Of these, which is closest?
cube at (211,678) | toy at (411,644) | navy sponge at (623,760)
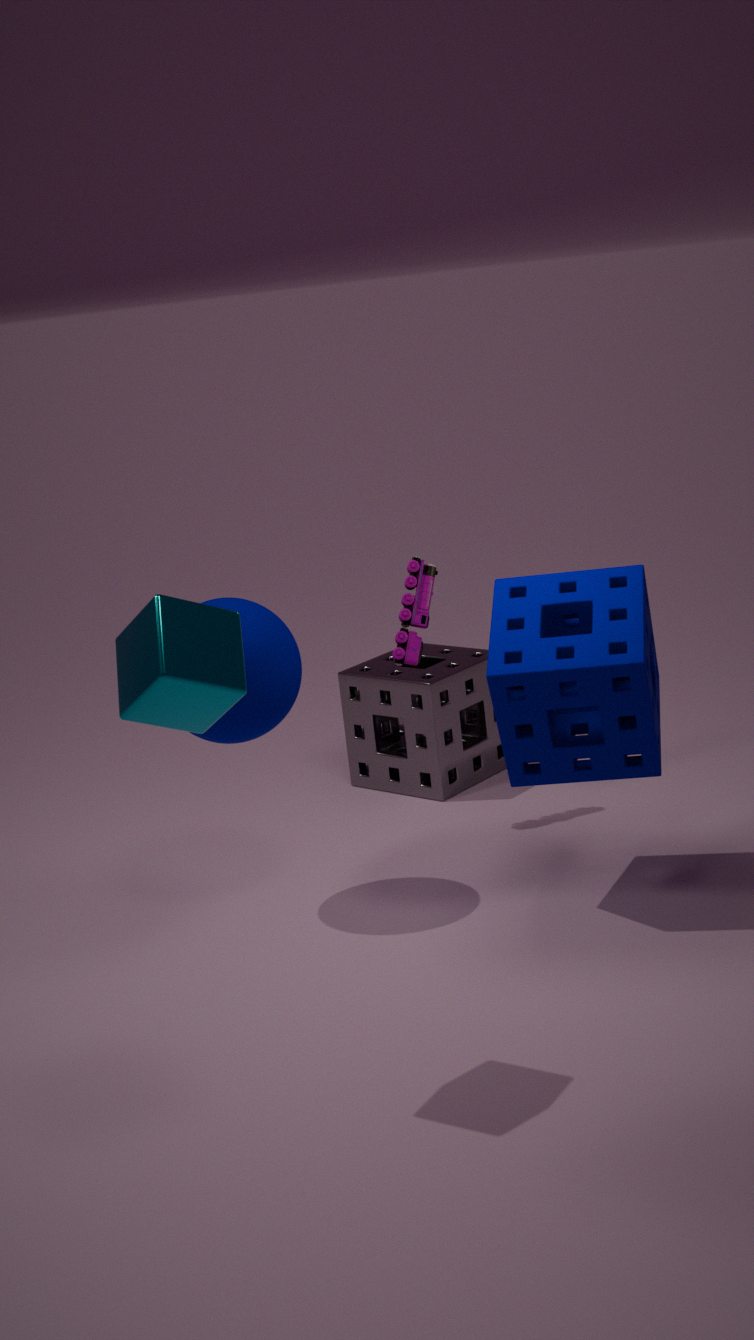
cube at (211,678)
